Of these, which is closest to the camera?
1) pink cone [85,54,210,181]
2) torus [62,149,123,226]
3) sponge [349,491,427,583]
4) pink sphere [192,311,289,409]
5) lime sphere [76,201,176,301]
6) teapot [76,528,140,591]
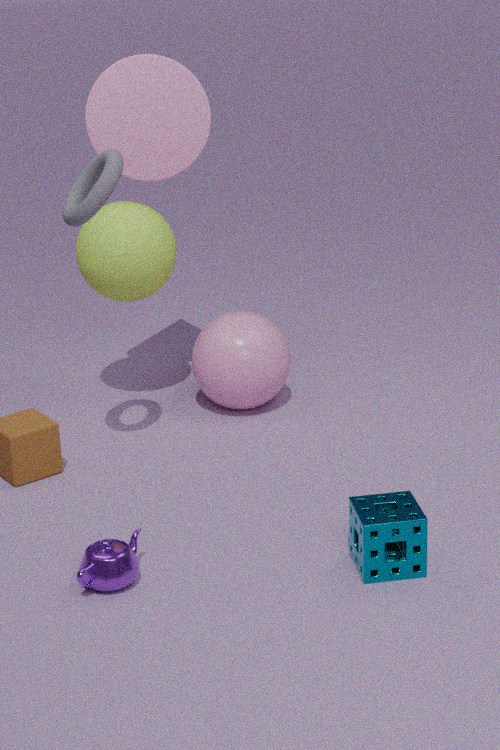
3. sponge [349,491,427,583]
